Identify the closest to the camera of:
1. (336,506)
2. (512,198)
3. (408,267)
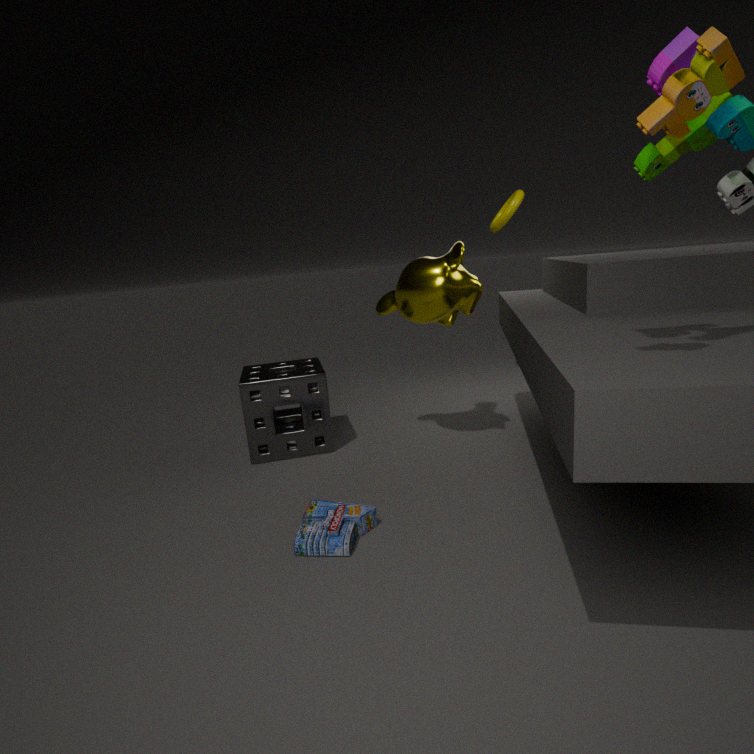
(336,506)
